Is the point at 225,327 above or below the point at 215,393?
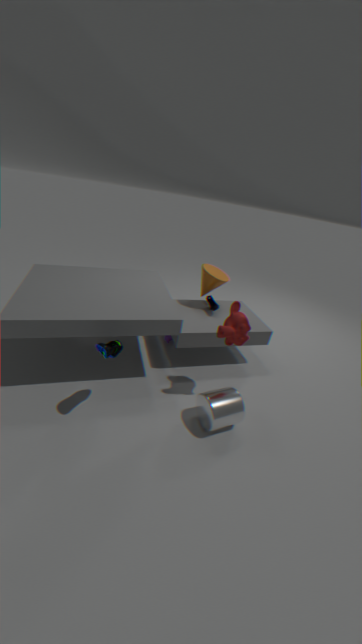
above
